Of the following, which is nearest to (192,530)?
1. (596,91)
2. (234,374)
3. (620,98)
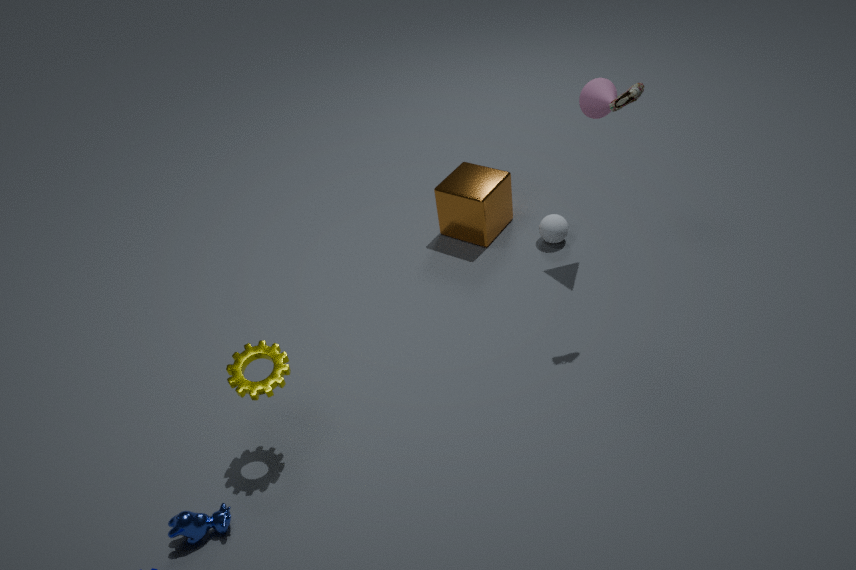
(234,374)
